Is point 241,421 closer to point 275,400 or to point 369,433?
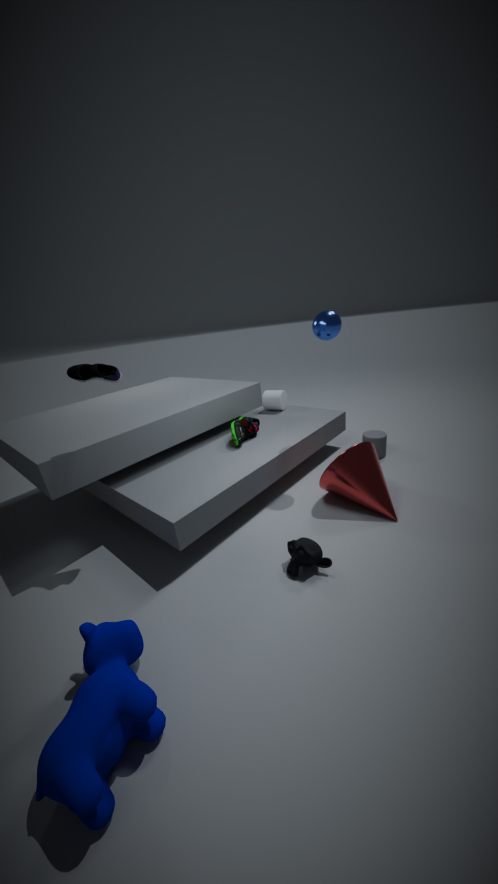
point 275,400
